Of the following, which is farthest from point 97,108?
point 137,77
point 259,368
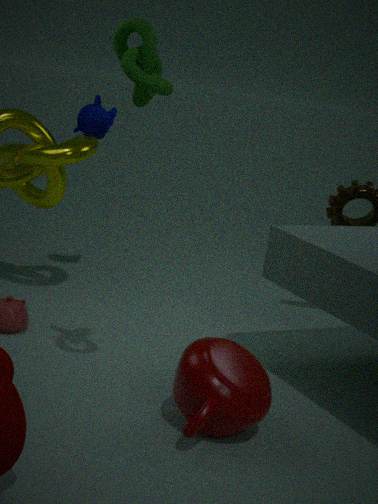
point 259,368
